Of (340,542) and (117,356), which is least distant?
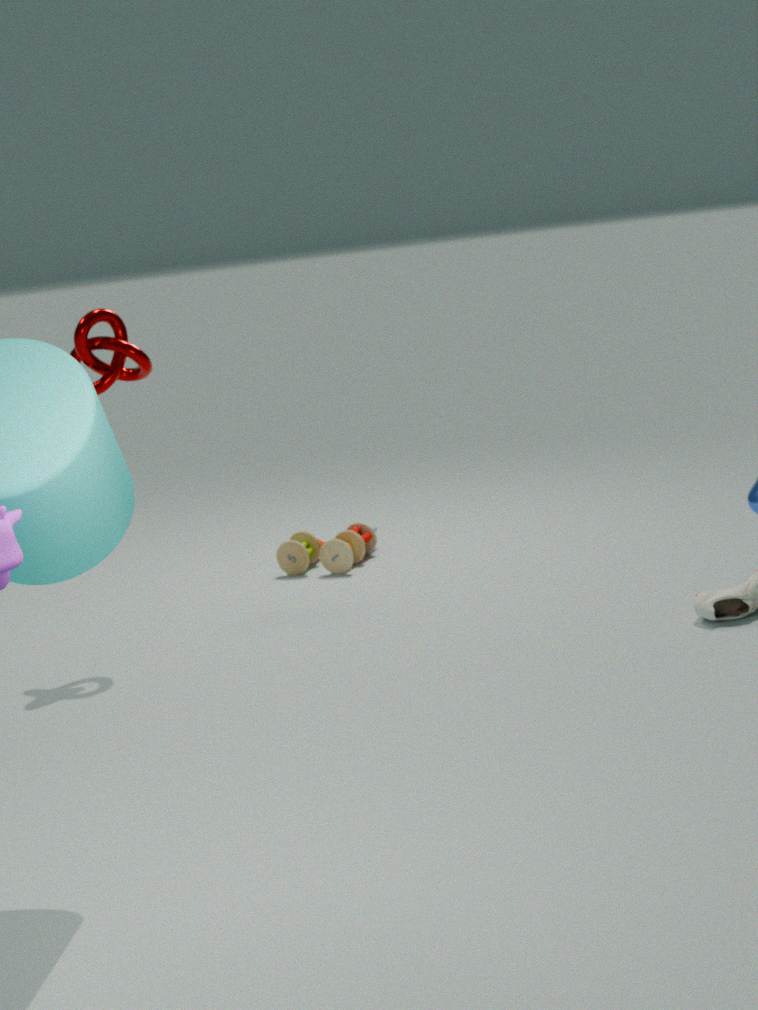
(117,356)
